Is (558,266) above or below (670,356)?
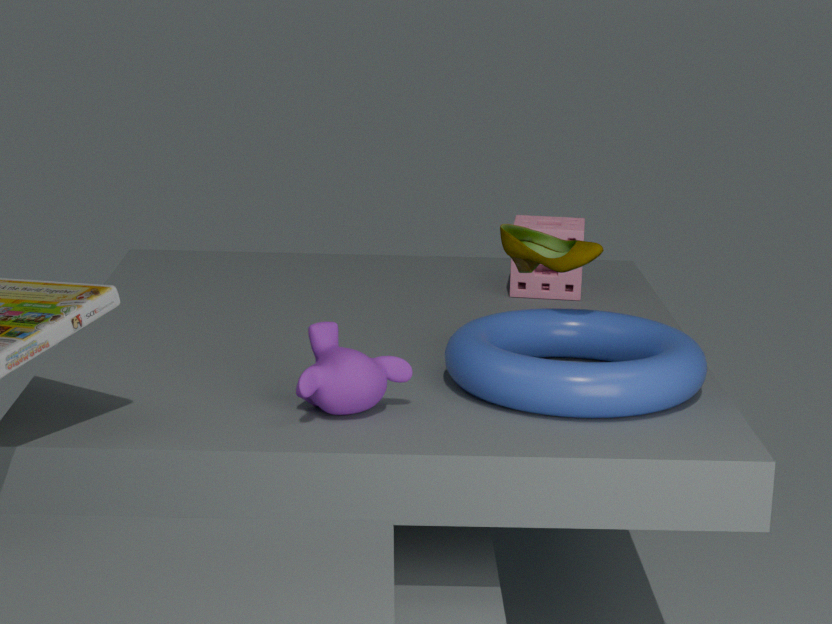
above
